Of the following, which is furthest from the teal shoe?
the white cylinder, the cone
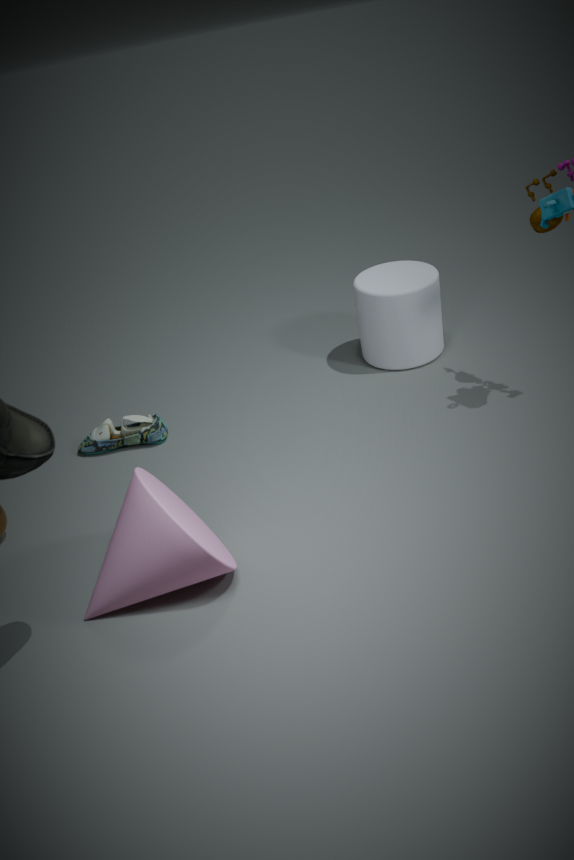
the white cylinder
